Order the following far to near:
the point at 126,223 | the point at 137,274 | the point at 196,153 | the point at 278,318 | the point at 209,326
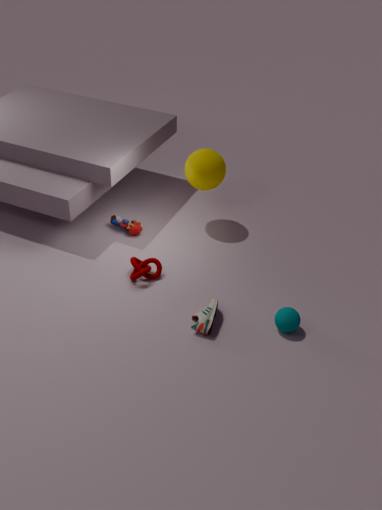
the point at 126,223, the point at 196,153, the point at 137,274, the point at 278,318, the point at 209,326
